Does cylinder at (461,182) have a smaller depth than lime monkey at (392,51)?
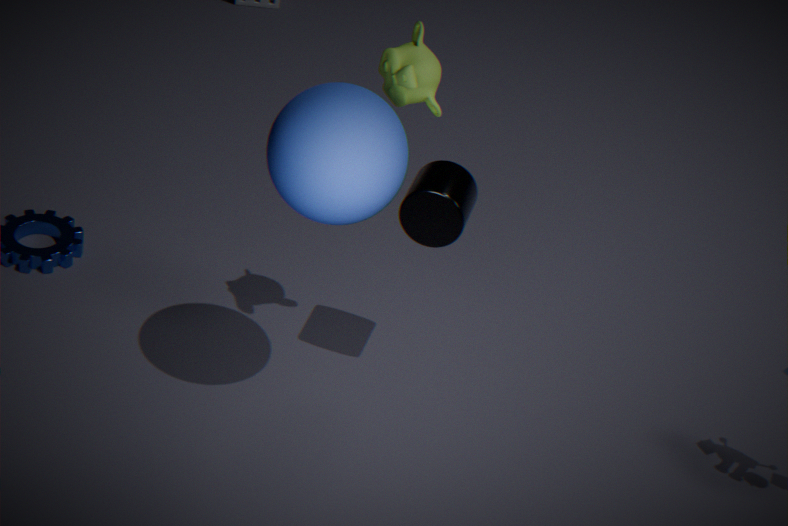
No
